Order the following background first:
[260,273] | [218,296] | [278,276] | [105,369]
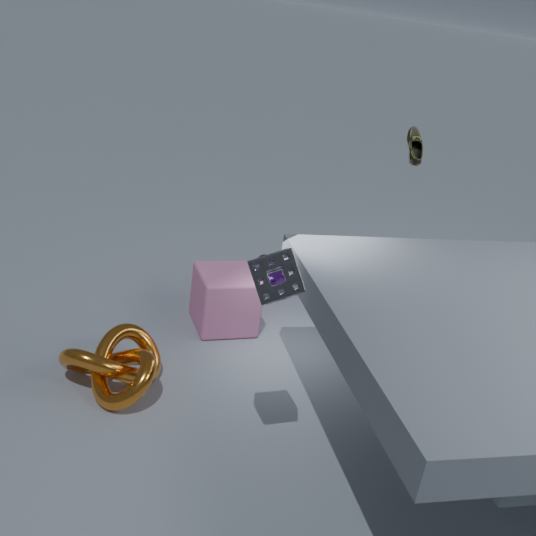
[278,276]
[218,296]
[105,369]
[260,273]
